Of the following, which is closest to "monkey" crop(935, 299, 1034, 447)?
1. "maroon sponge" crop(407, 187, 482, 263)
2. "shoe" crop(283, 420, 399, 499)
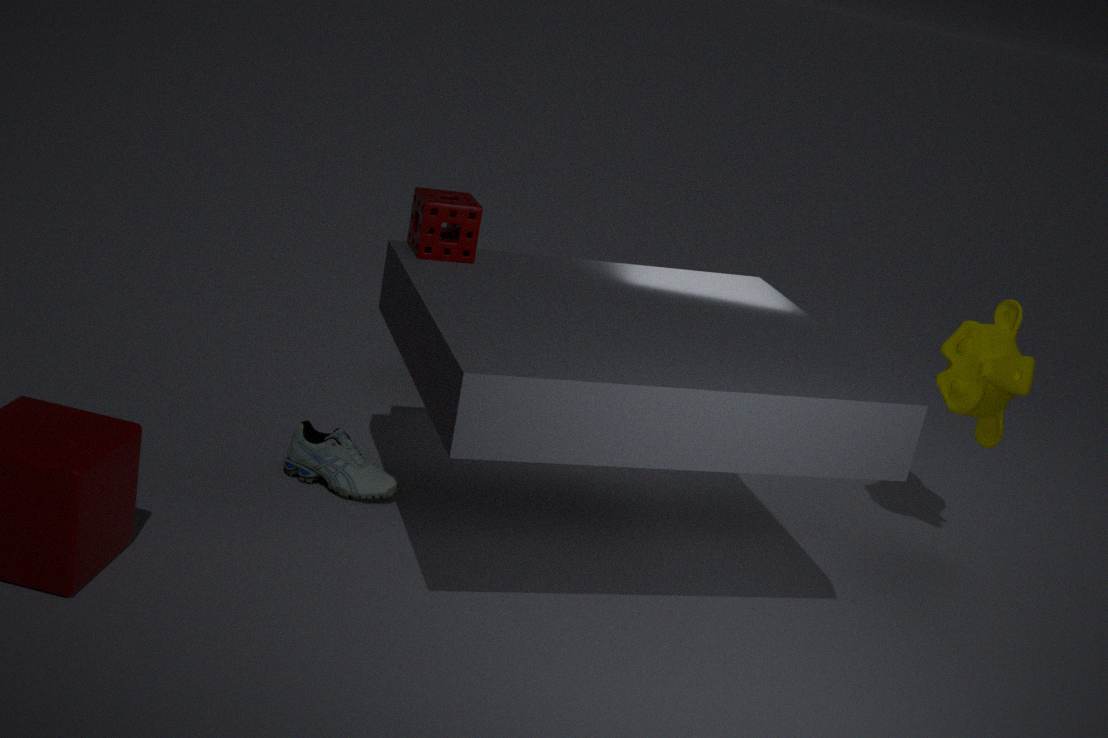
"maroon sponge" crop(407, 187, 482, 263)
